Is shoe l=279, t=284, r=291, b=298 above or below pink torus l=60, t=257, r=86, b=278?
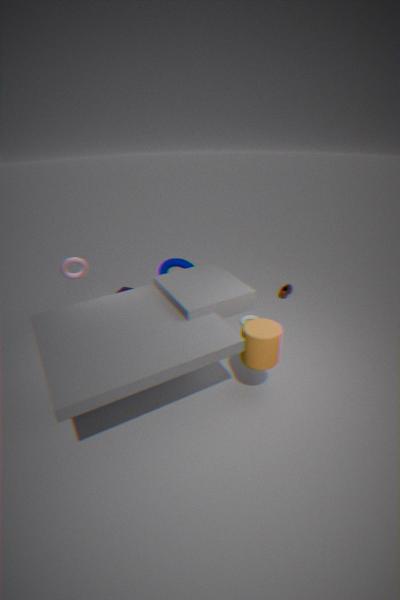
below
